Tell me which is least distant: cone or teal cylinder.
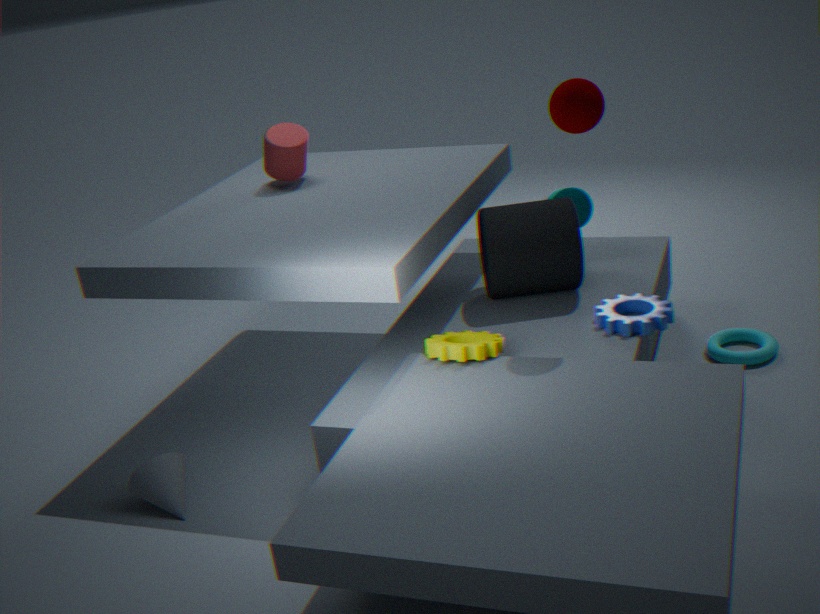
cone
